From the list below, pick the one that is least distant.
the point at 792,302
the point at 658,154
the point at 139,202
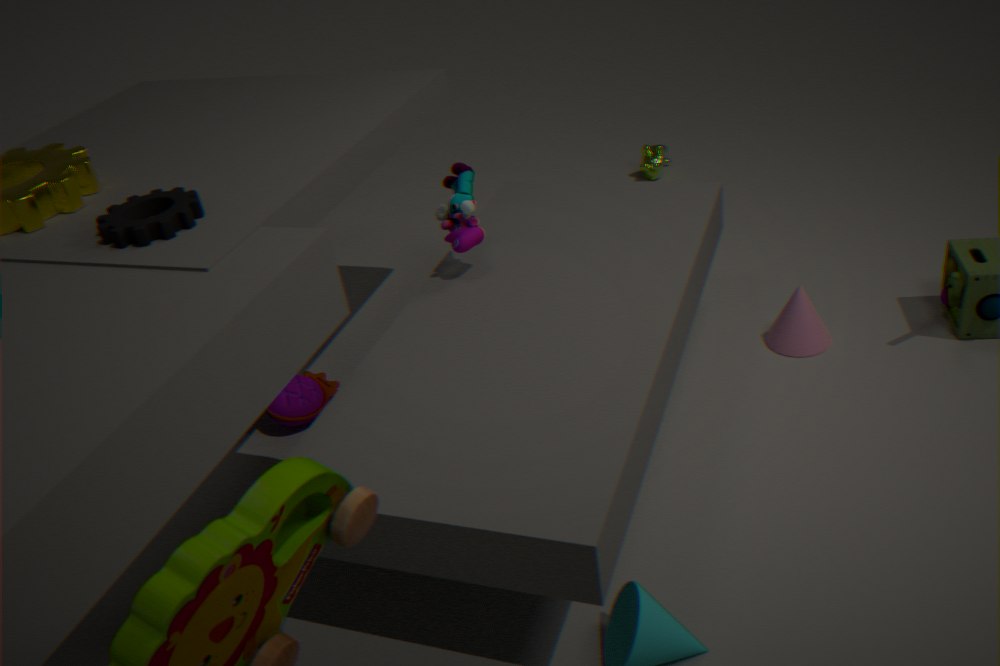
the point at 139,202
